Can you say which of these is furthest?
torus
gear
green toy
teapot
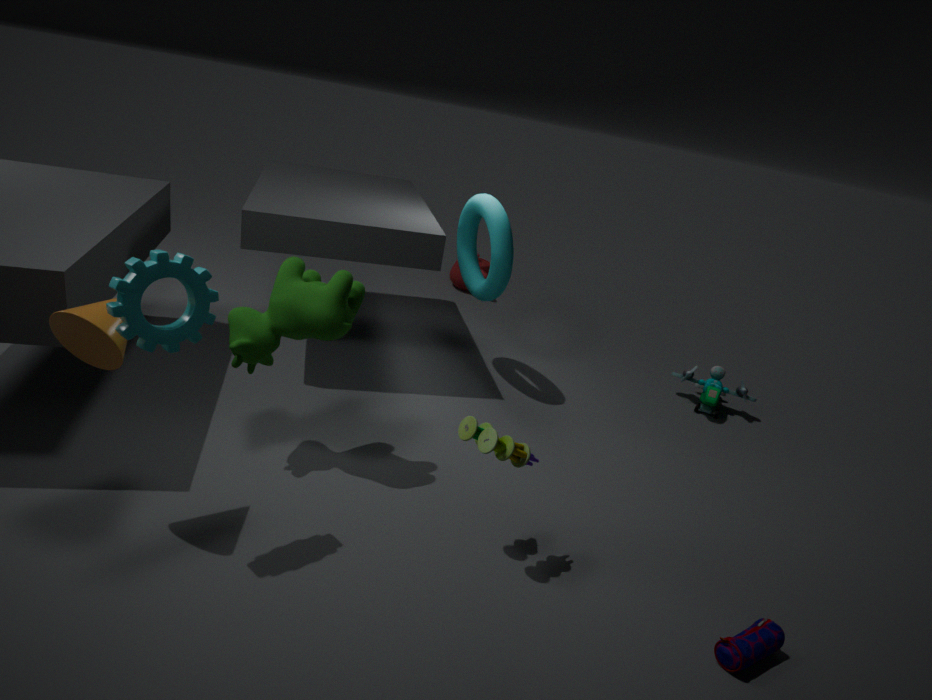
teapot
